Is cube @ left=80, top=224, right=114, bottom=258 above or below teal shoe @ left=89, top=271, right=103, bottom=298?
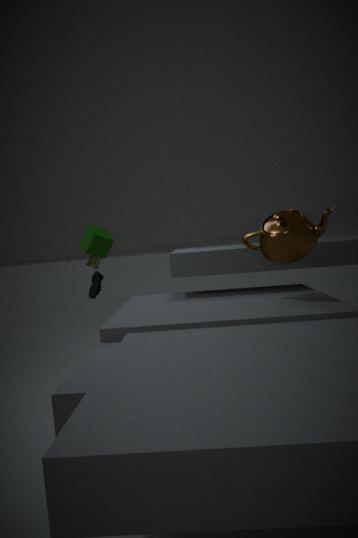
above
